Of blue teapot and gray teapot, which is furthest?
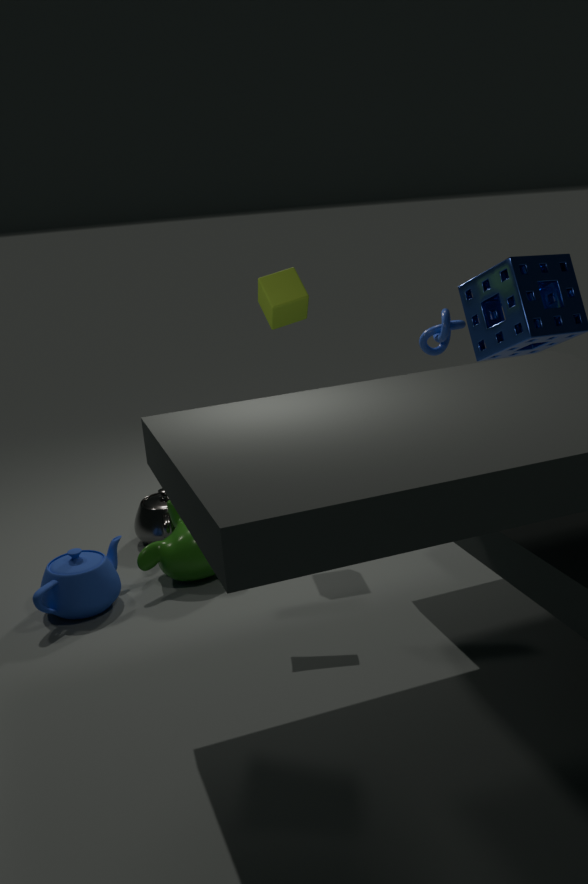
gray teapot
